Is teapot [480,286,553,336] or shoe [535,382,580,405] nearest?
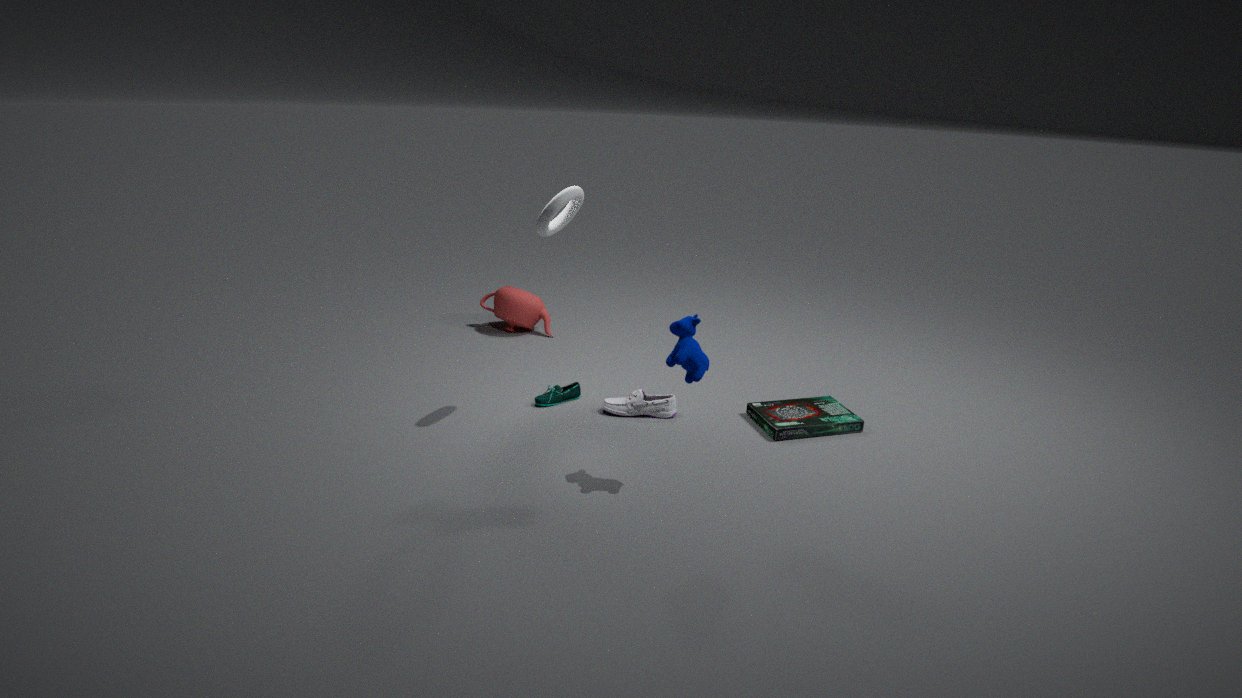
shoe [535,382,580,405]
